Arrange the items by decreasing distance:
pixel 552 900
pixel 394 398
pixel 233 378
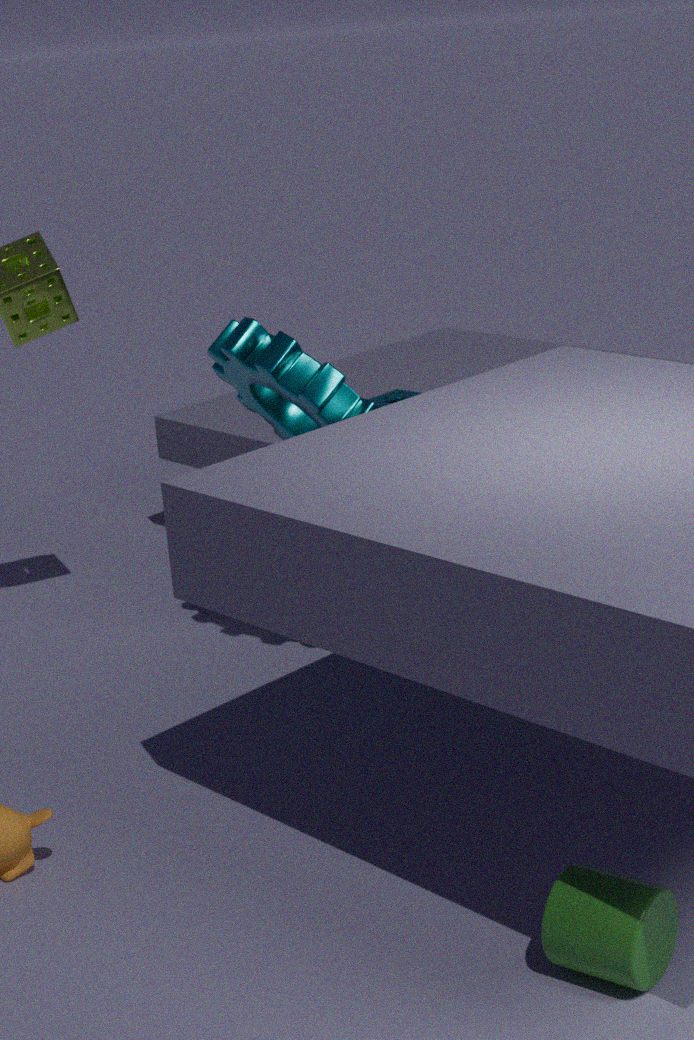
pixel 394 398, pixel 233 378, pixel 552 900
